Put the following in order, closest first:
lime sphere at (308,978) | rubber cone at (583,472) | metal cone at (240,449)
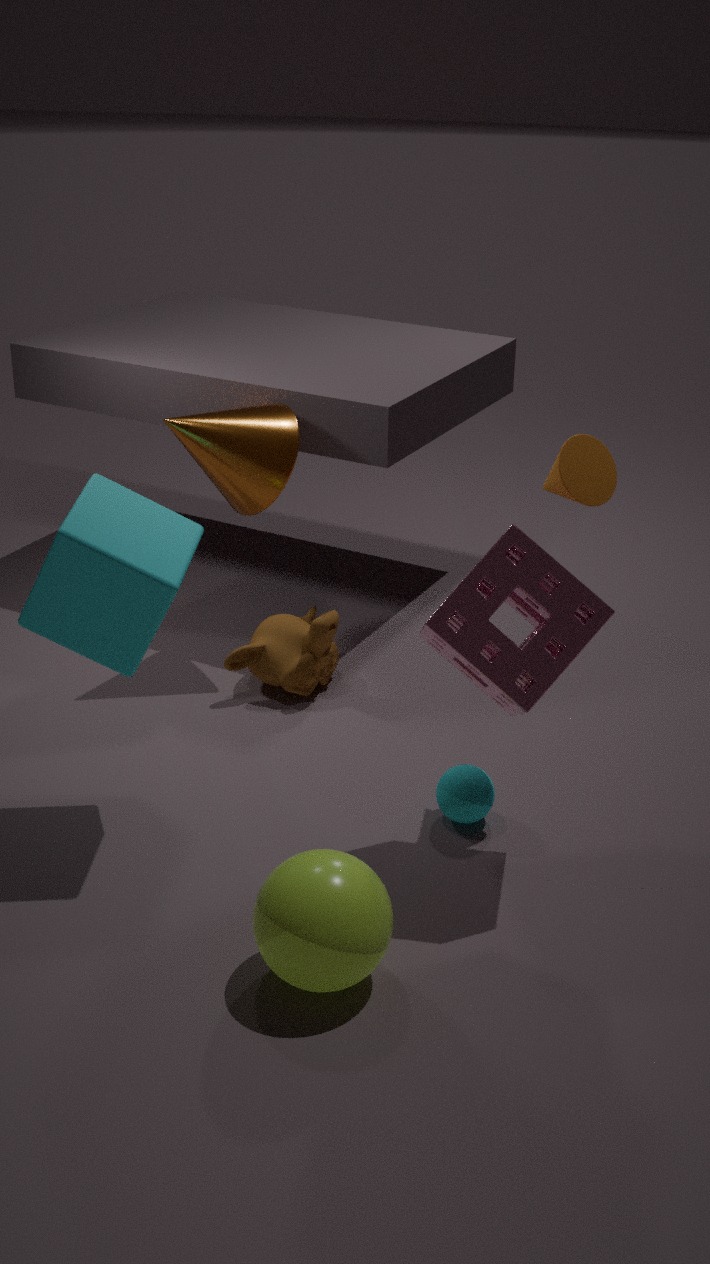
lime sphere at (308,978), rubber cone at (583,472), metal cone at (240,449)
